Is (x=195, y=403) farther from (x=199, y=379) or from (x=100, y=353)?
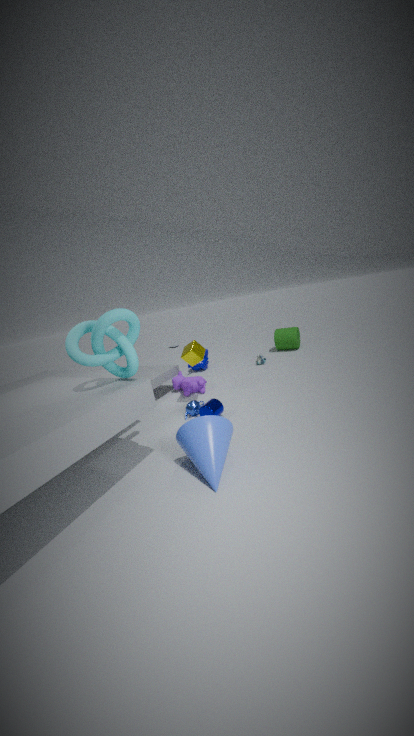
(x=100, y=353)
